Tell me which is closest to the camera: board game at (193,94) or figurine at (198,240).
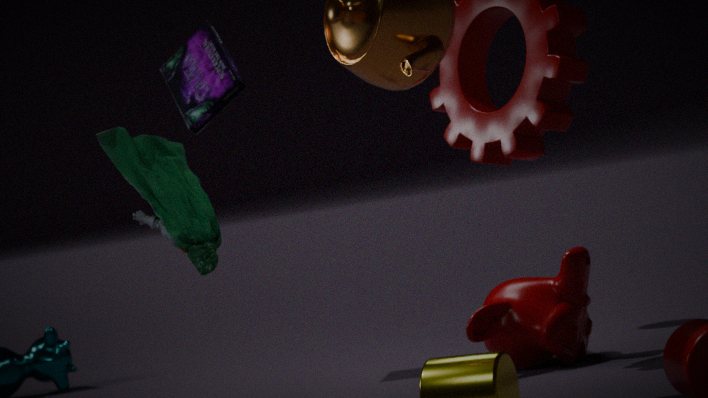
figurine at (198,240)
